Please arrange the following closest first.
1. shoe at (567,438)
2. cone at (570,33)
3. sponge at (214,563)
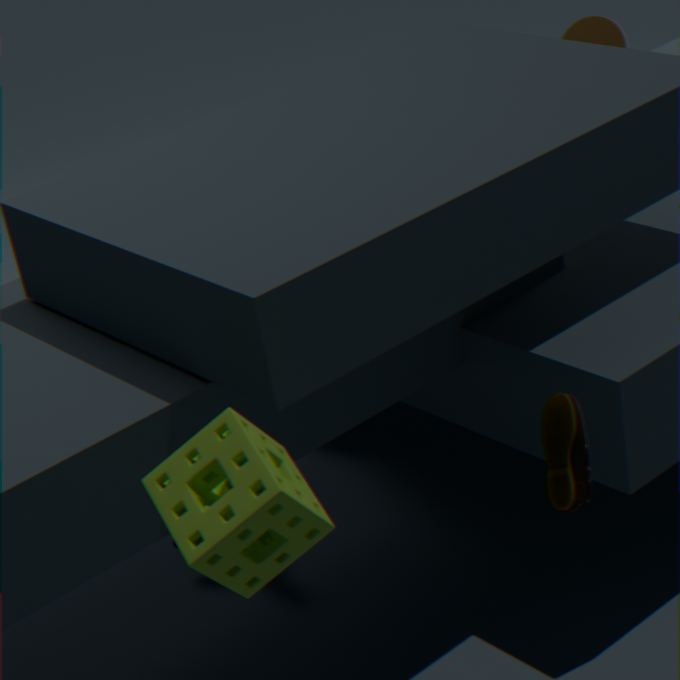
sponge at (214,563) → shoe at (567,438) → cone at (570,33)
